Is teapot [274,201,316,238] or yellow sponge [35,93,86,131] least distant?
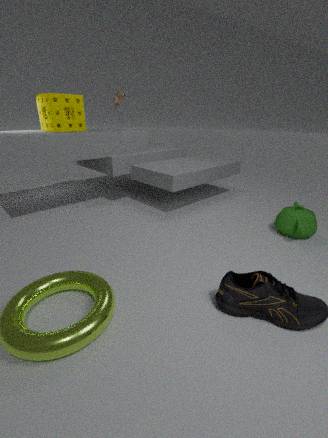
teapot [274,201,316,238]
